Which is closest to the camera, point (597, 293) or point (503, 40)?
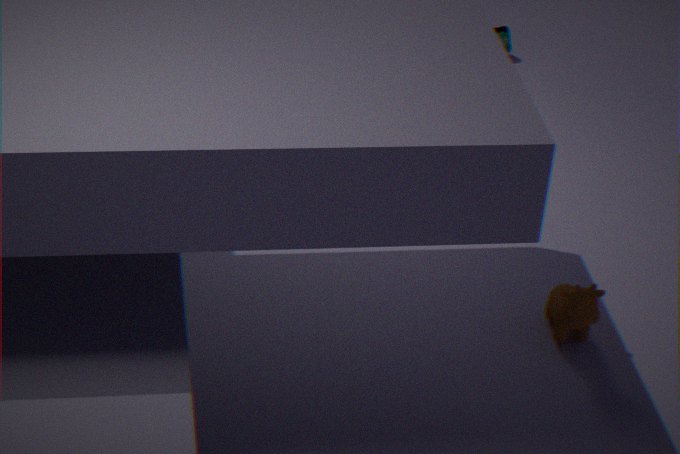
→ point (597, 293)
